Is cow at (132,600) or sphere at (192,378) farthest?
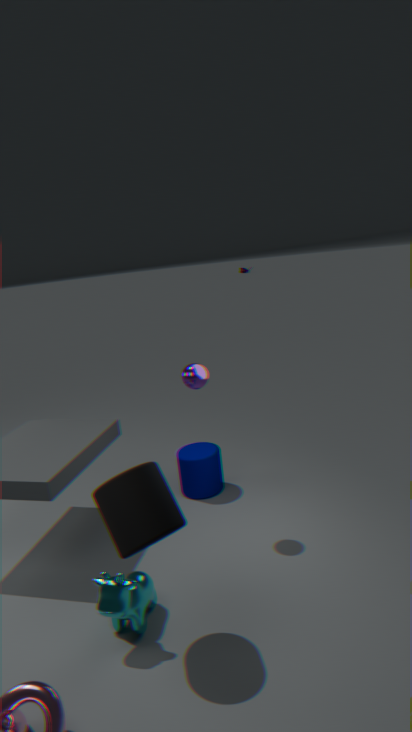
sphere at (192,378)
